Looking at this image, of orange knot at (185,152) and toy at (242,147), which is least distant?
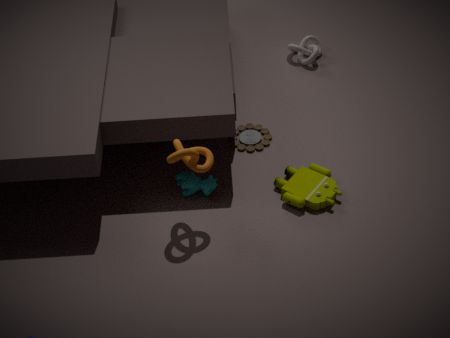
orange knot at (185,152)
